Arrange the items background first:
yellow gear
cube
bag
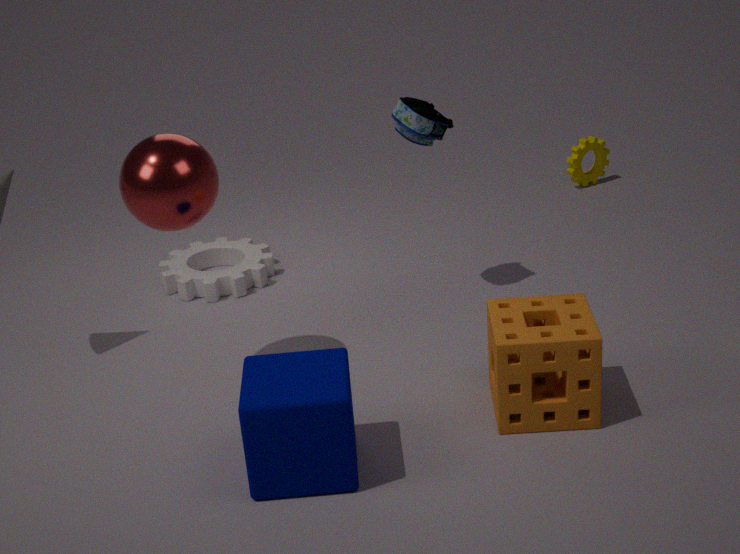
yellow gear < bag < cube
